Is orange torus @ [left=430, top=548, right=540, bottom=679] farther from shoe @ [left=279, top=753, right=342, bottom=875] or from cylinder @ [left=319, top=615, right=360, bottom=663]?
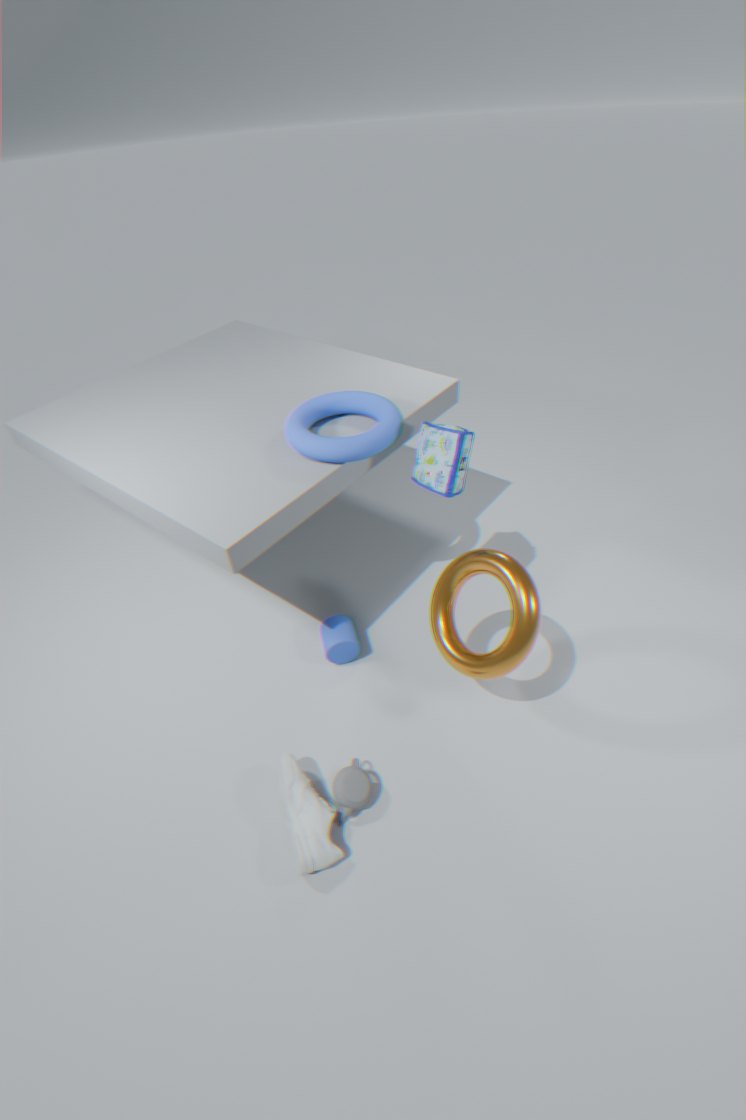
shoe @ [left=279, top=753, right=342, bottom=875]
